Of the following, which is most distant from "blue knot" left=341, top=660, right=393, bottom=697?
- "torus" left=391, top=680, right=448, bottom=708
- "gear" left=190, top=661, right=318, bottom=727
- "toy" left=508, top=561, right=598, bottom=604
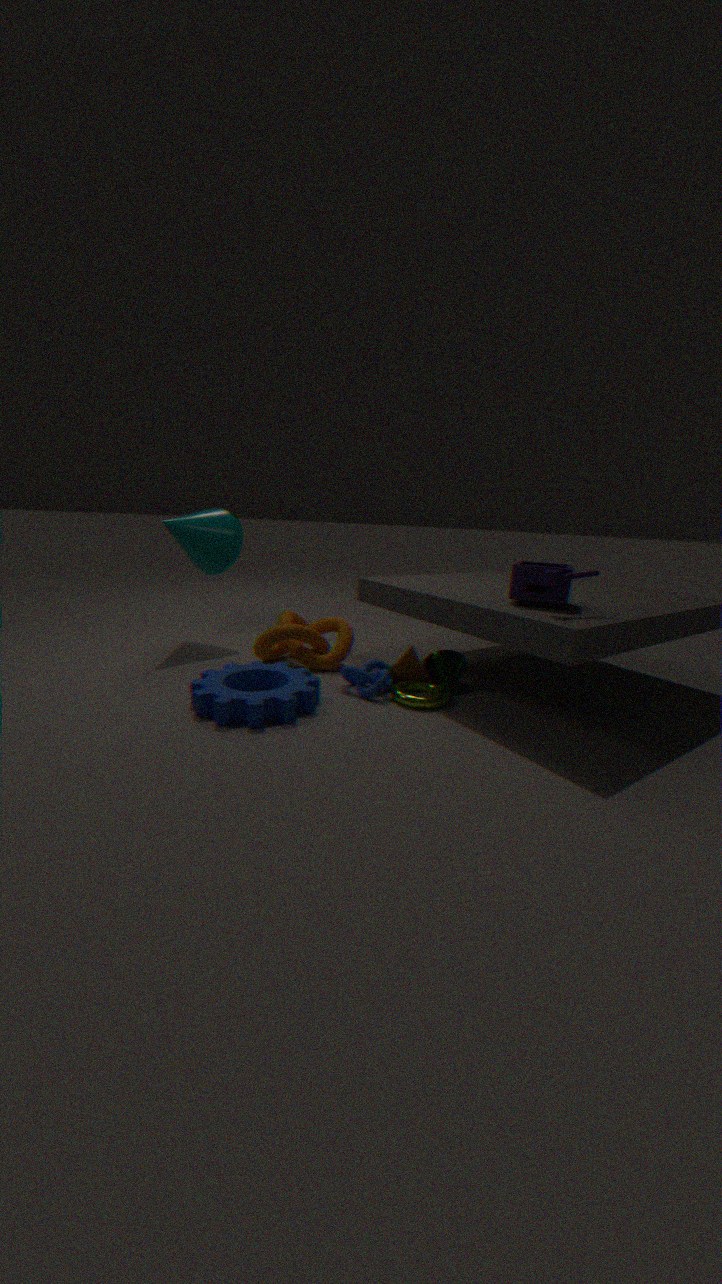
"toy" left=508, top=561, right=598, bottom=604
